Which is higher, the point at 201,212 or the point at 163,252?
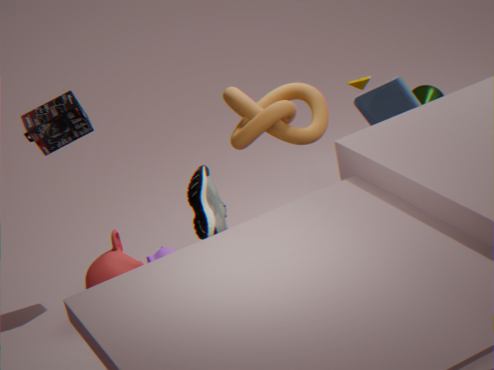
the point at 201,212
